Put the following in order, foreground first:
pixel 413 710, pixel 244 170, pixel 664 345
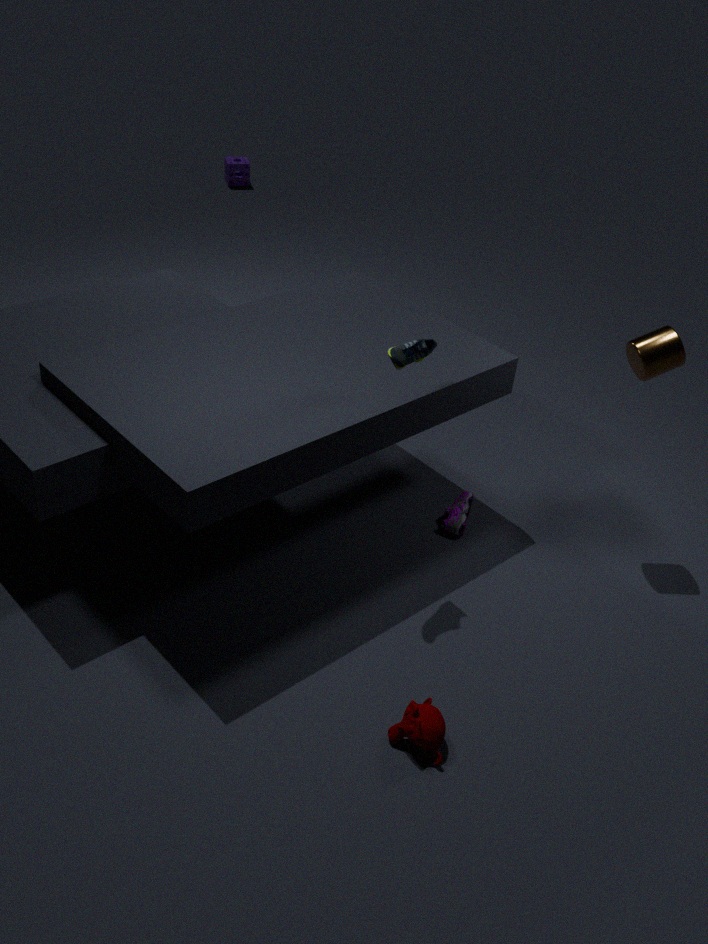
pixel 413 710 → pixel 664 345 → pixel 244 170
